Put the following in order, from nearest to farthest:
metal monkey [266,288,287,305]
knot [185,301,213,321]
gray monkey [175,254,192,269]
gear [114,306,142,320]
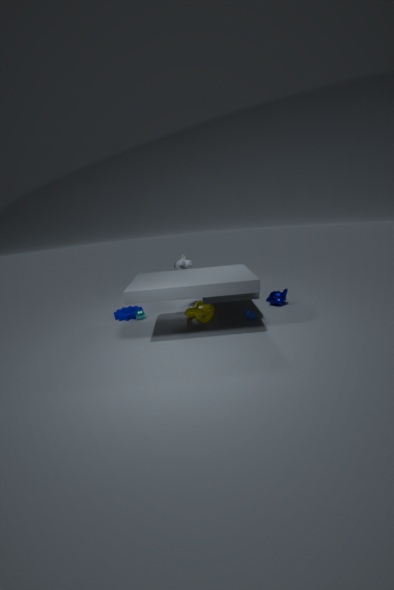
knot [185,301,213,321], gray monkey [175,254,192,269], metal monkey [266,288,287,305], gear [114,306,142,320]
